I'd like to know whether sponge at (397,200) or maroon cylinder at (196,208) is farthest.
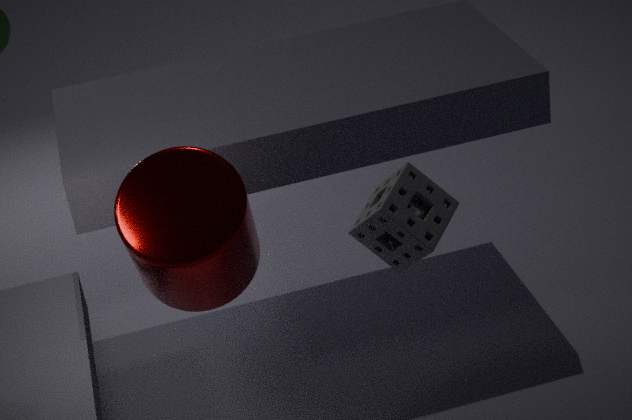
maroon cylinder at (196,208)
